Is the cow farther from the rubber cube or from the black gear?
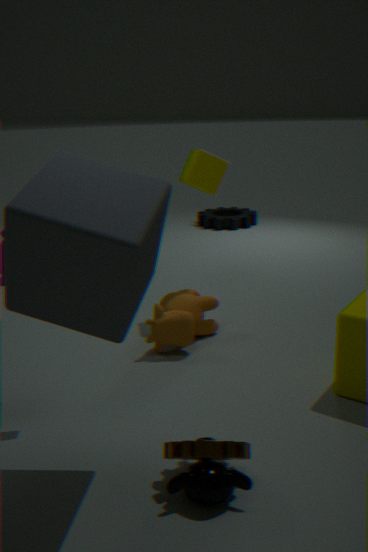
the black gear
